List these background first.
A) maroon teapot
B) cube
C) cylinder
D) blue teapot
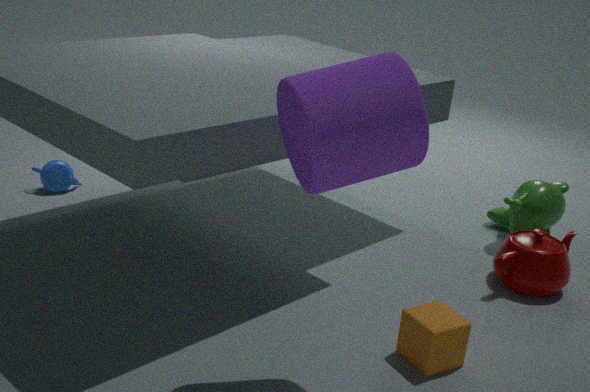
1. blue teapot
2. maroon teapot
3. cube
4. cylinder
